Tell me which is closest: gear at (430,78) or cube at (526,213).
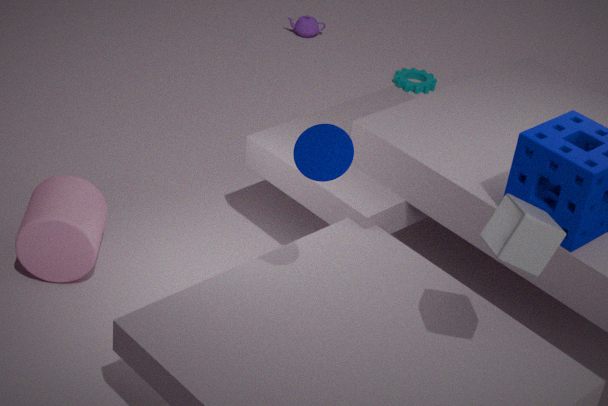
cube at (526,213)
